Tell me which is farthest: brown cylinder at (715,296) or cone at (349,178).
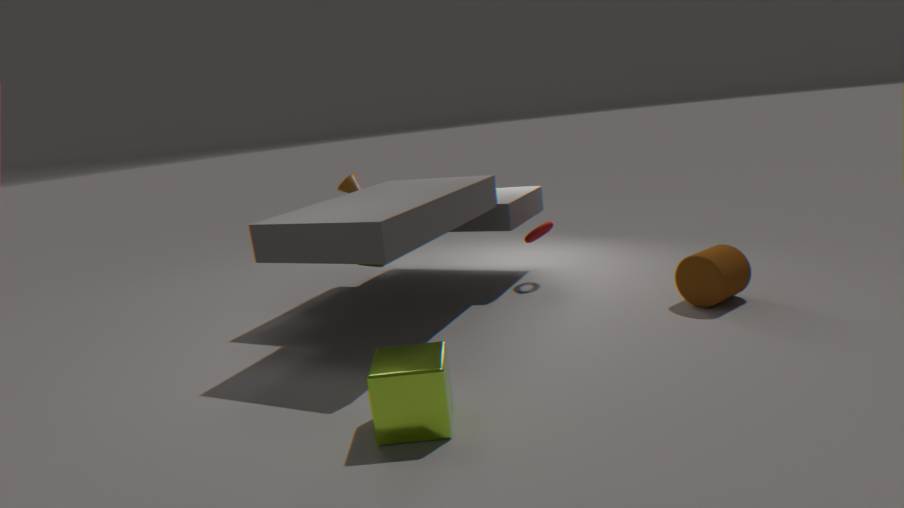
cone at (349,178)
